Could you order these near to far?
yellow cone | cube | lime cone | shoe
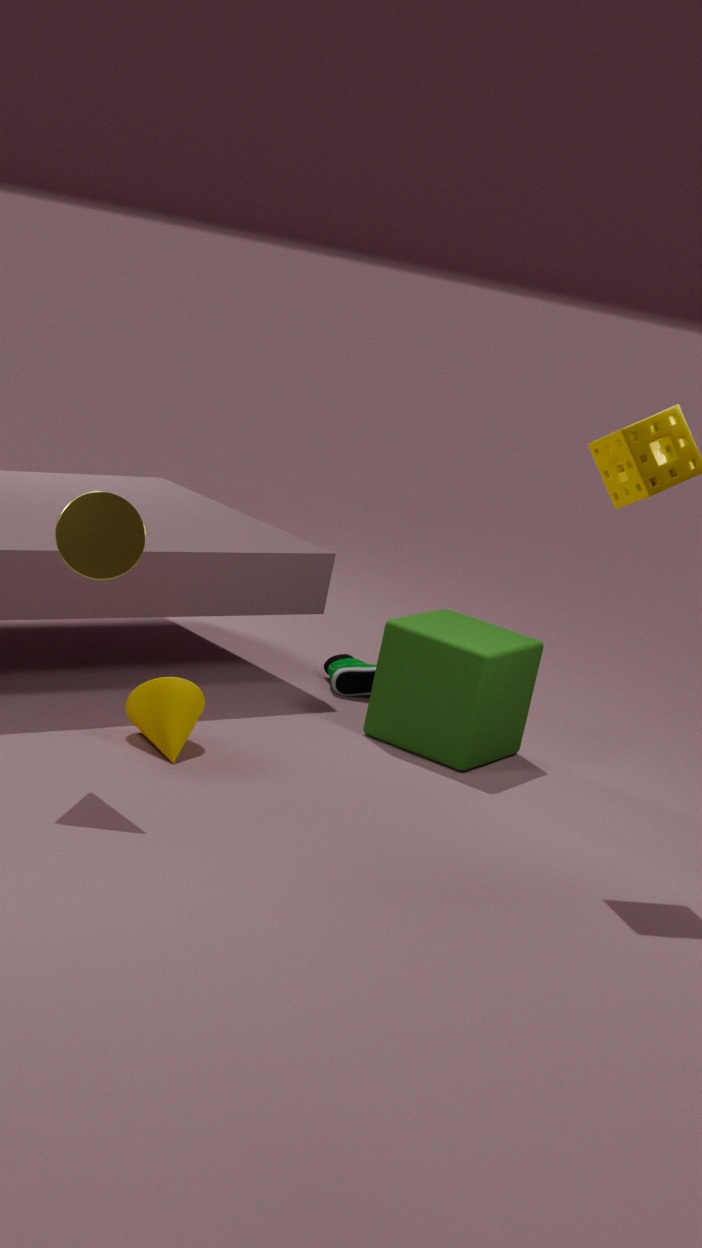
lime cone → yellow cone → cube → shoe
